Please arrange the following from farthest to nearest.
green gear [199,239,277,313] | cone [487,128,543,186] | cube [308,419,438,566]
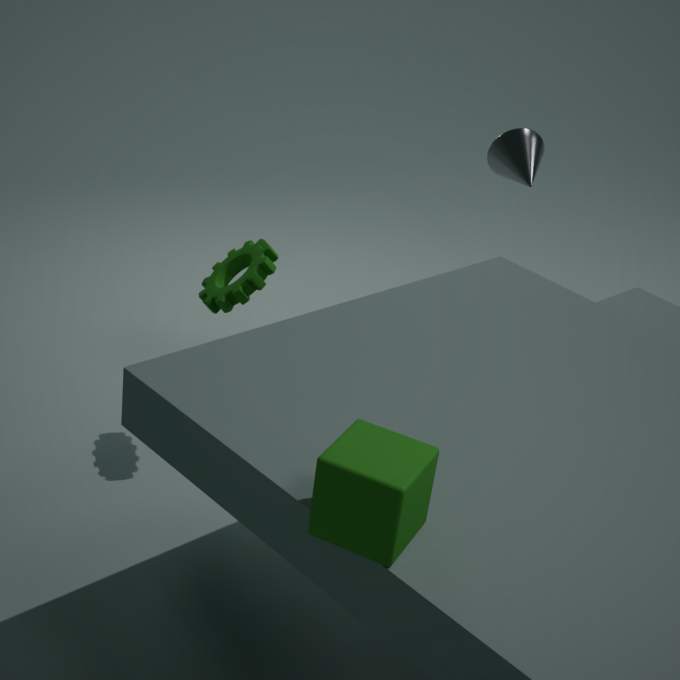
1. cone [487,128,543,186]
2. green gear [199,239,277,313]
3. cube [308,419,438,566]
